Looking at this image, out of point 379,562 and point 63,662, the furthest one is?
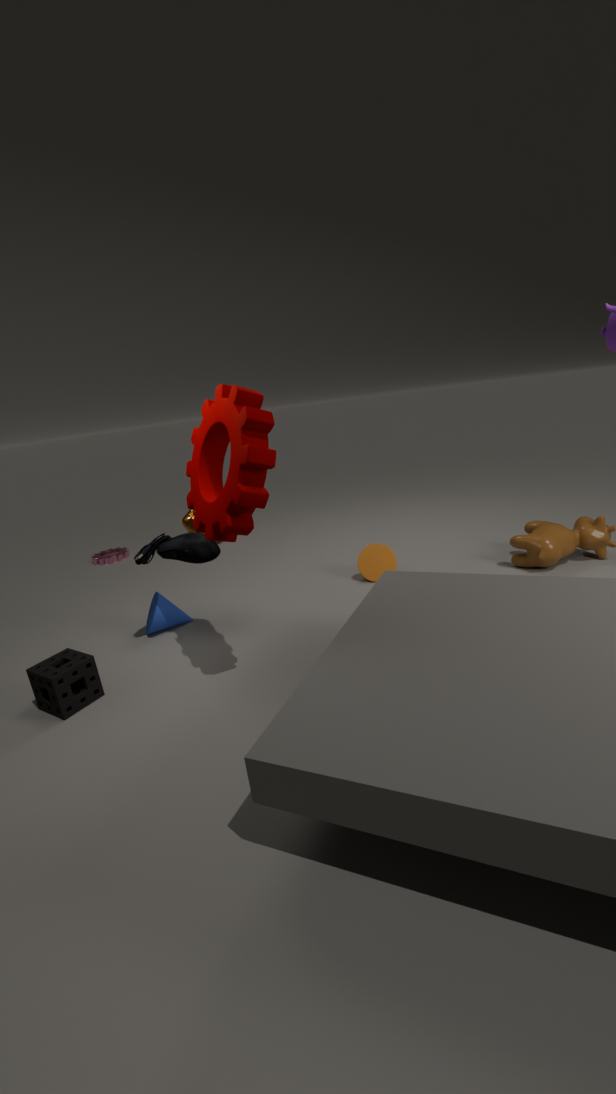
point 379,562
